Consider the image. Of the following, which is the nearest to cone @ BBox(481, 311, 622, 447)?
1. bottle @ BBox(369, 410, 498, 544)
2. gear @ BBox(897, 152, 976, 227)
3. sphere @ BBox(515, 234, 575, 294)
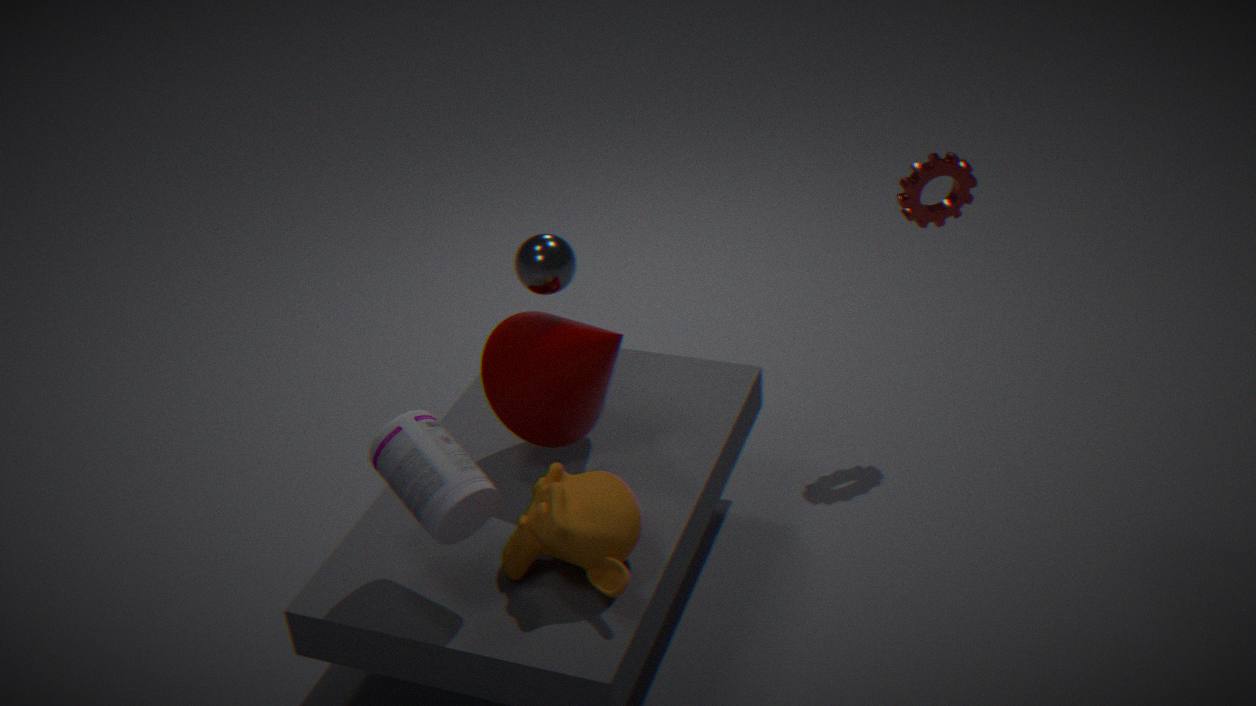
sphere @ BBox(515, 234, 575, 294)
